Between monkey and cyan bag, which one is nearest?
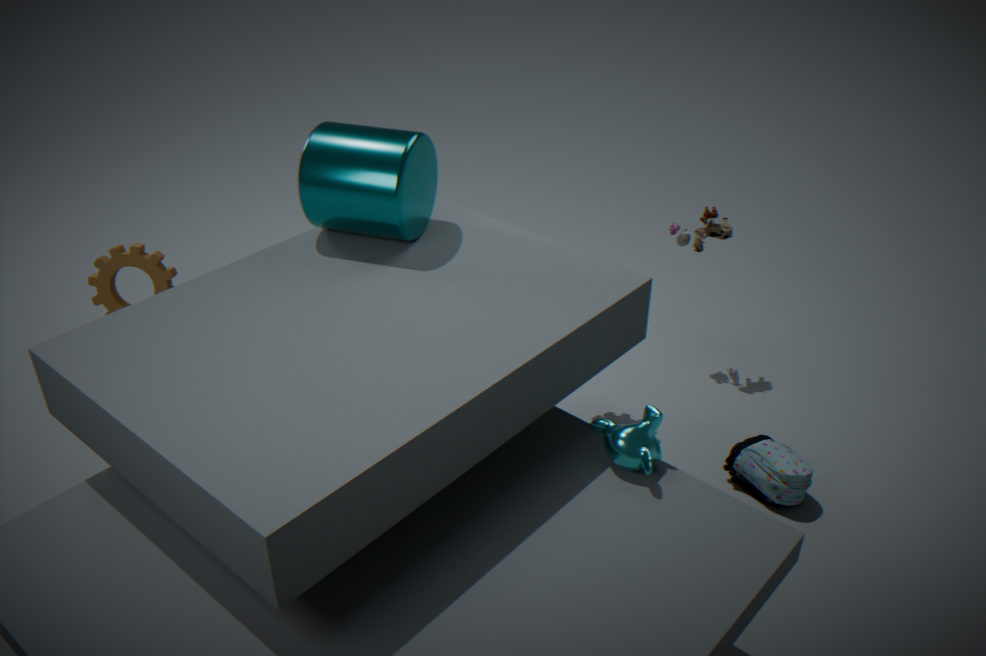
monkey
